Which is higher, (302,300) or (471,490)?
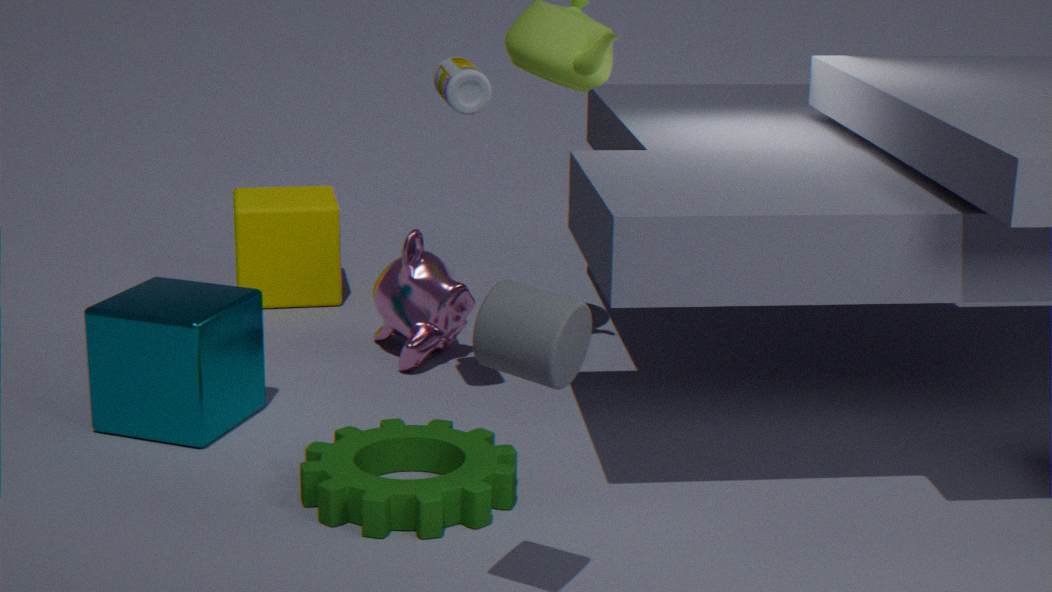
(302,300)
